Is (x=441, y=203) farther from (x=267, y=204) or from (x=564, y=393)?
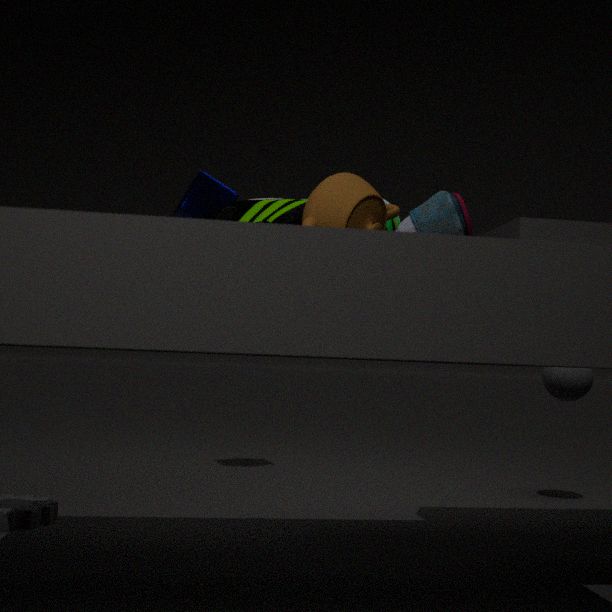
(x=564, y=393)
